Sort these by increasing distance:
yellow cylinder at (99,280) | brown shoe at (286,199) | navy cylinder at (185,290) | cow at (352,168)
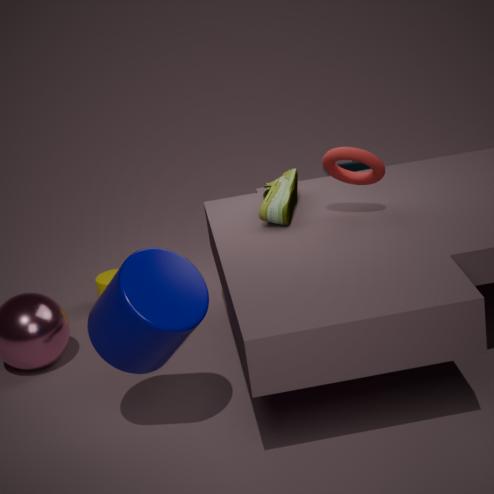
navy cylinder at (185,290)
brown shoe at (286,199)
yellow cylinder at (99,280)
cow at (352,168)
